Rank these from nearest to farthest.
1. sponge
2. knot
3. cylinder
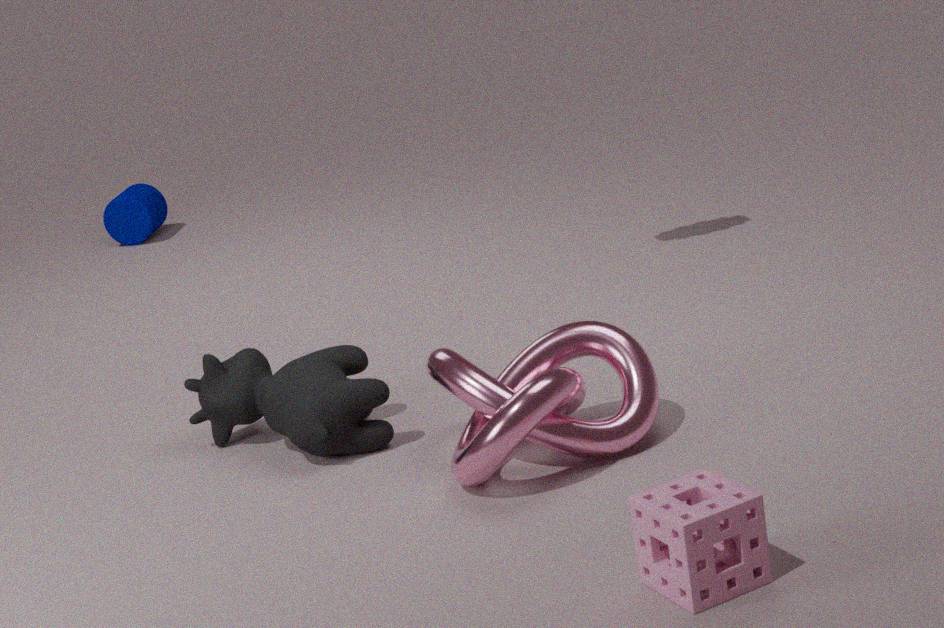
sponge → knot → cylinder
